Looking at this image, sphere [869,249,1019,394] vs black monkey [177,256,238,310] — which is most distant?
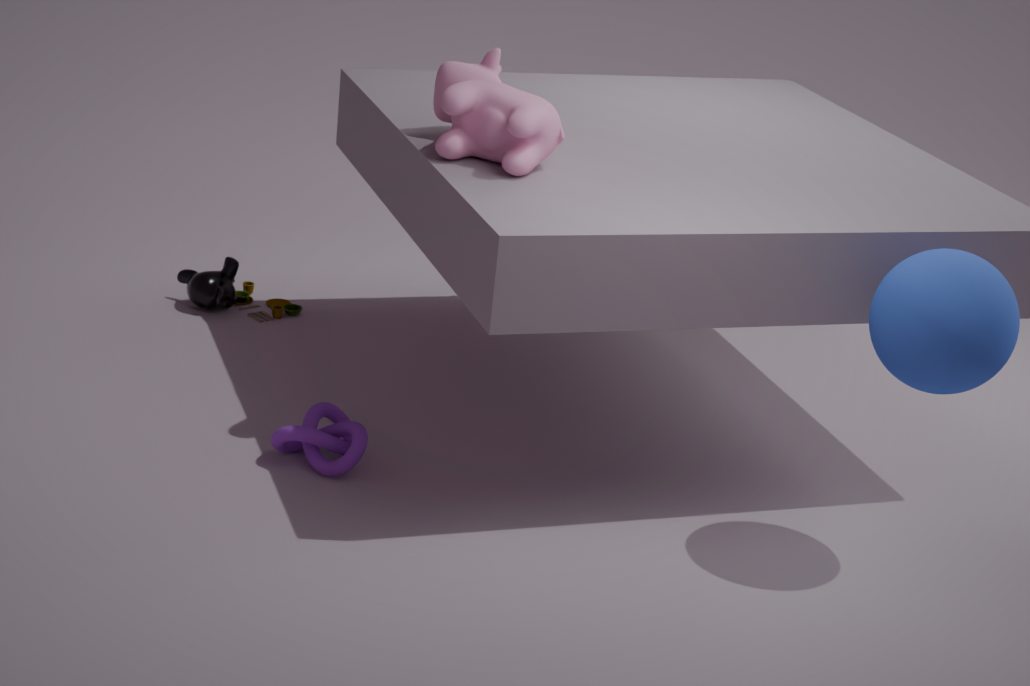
black monkey [177,256,238,310]
